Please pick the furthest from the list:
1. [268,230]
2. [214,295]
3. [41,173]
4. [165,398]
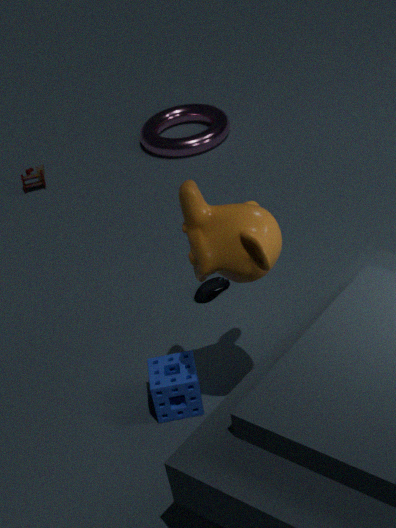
[41,173]
